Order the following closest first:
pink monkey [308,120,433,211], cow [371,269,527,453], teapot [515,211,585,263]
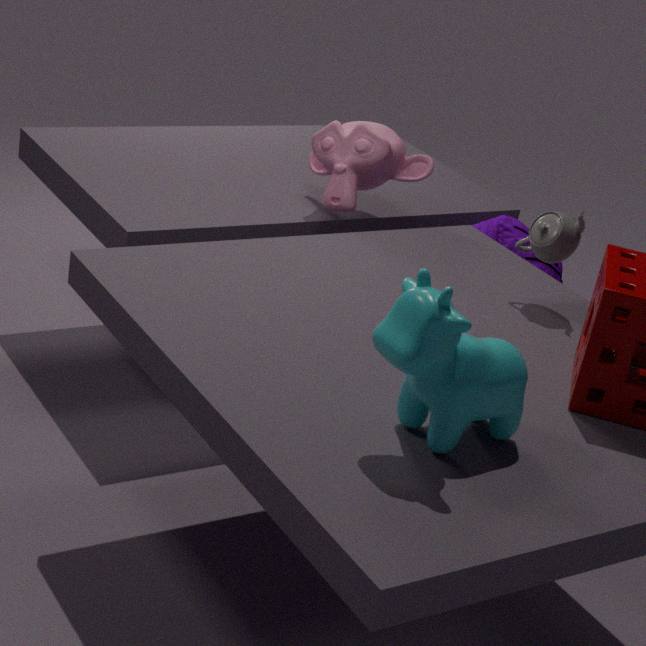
cow [371,269,527,453], teapot [515,211,585,263], pink monkey [308,120,433,211]
